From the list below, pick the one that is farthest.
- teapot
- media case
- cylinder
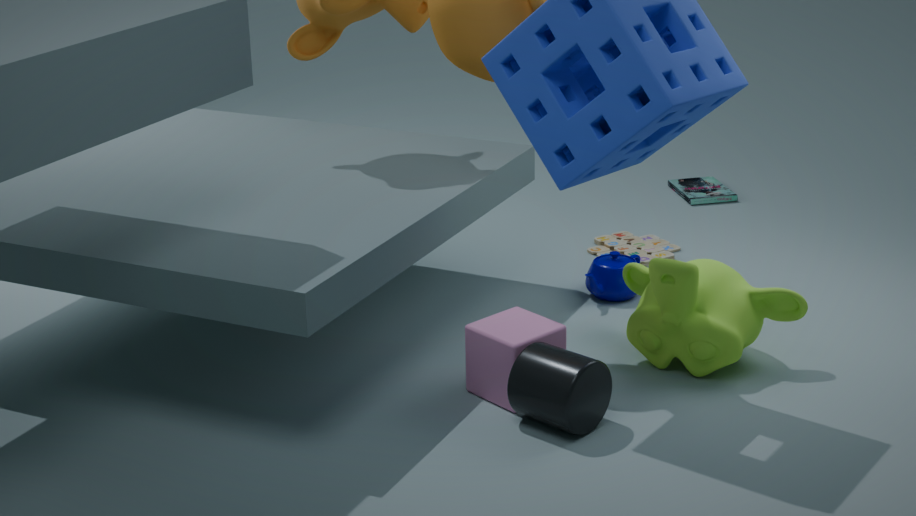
media case
